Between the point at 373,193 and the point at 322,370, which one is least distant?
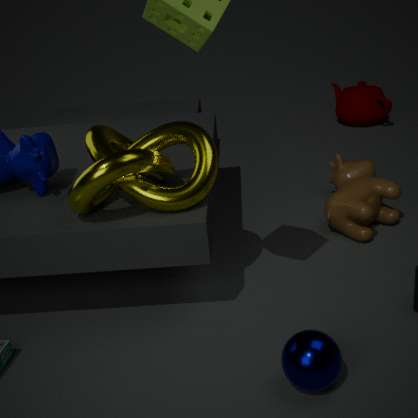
the point at 322,370
